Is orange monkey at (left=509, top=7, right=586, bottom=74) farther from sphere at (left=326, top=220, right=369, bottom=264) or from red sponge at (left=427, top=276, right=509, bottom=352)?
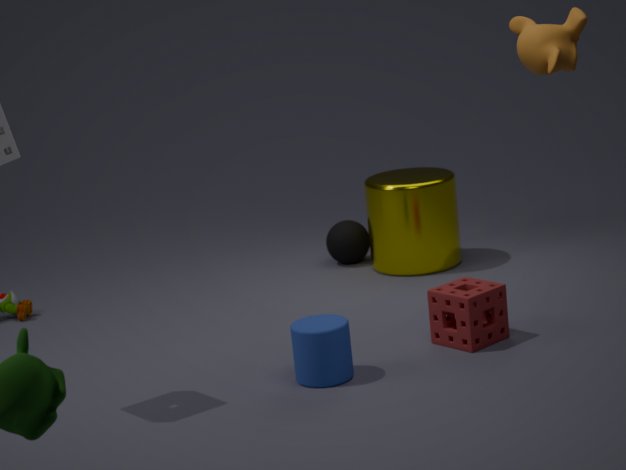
sphere at (left=326, top=220, right=369, bottom=264)
